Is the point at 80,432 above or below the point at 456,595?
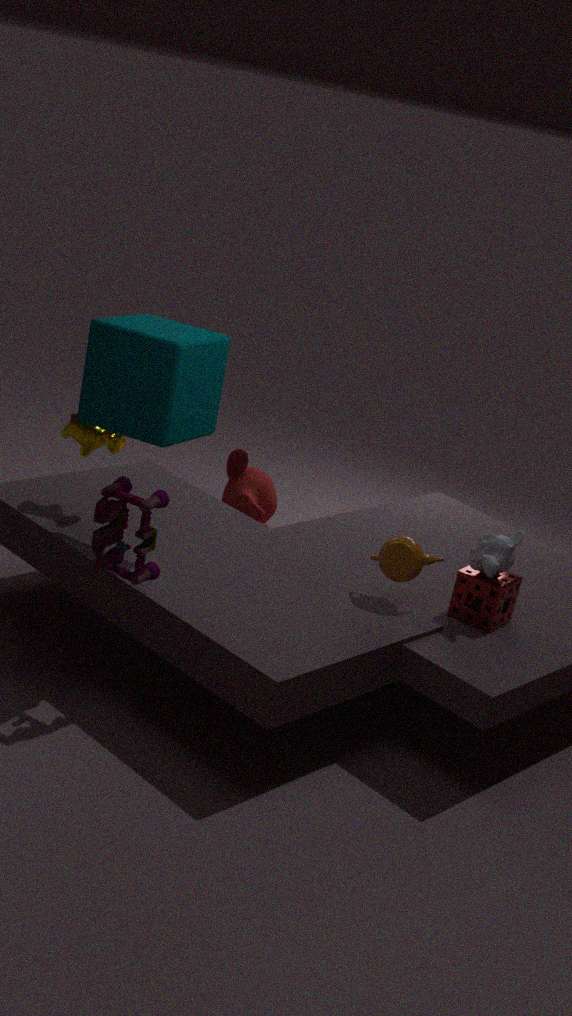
above
